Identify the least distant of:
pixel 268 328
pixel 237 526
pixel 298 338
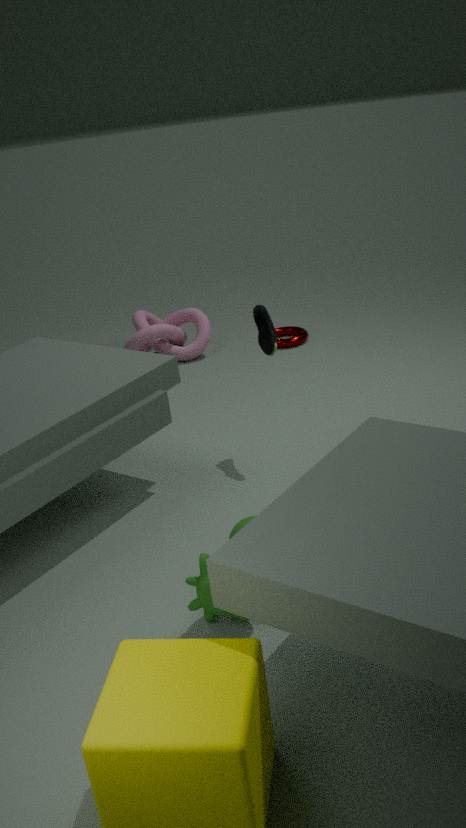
pixel 237 526
